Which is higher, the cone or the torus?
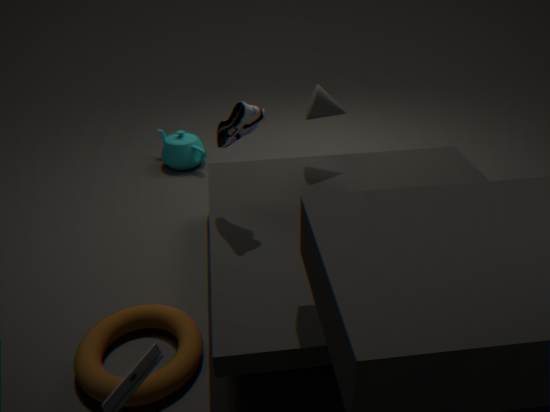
the cone
